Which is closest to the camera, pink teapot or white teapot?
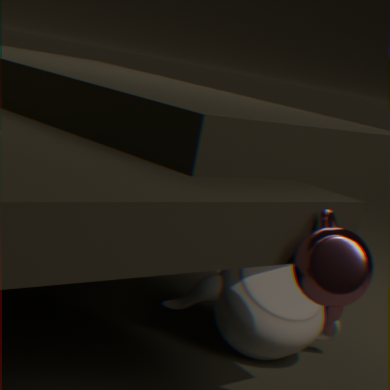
pink teapot
